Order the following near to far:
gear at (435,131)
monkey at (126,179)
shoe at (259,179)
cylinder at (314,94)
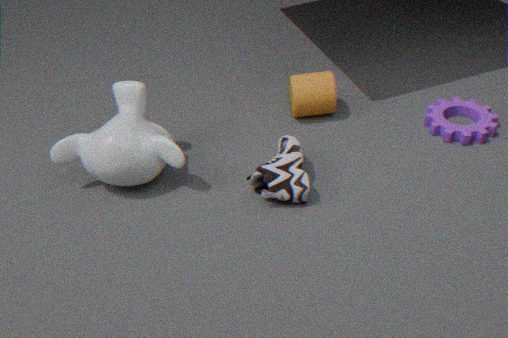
1. shoe at (259,179)
2. monkey at (126,179)
3. gear at (435,131)
4. cylinder at (314,94)
